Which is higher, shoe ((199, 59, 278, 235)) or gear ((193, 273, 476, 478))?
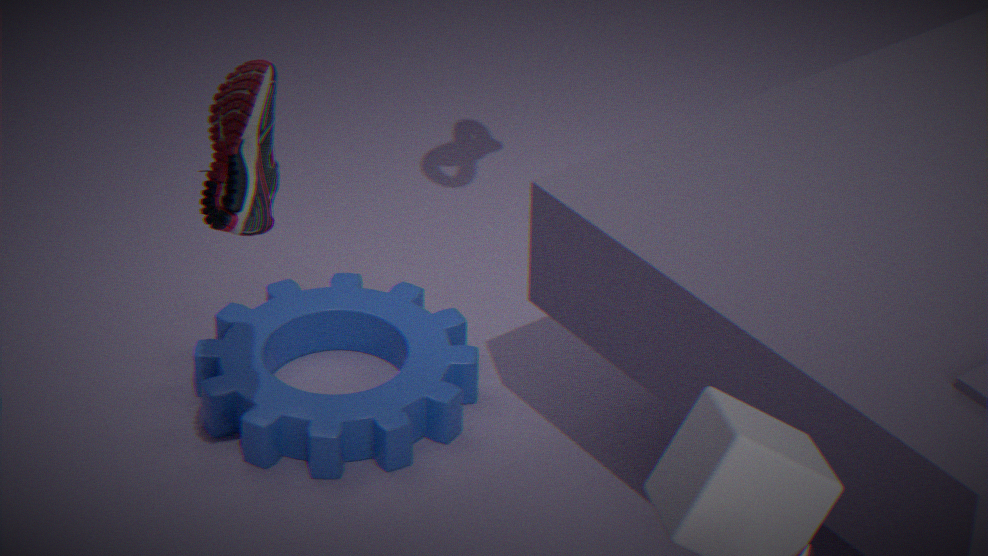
shoe ((199, 59, 278, 235))
